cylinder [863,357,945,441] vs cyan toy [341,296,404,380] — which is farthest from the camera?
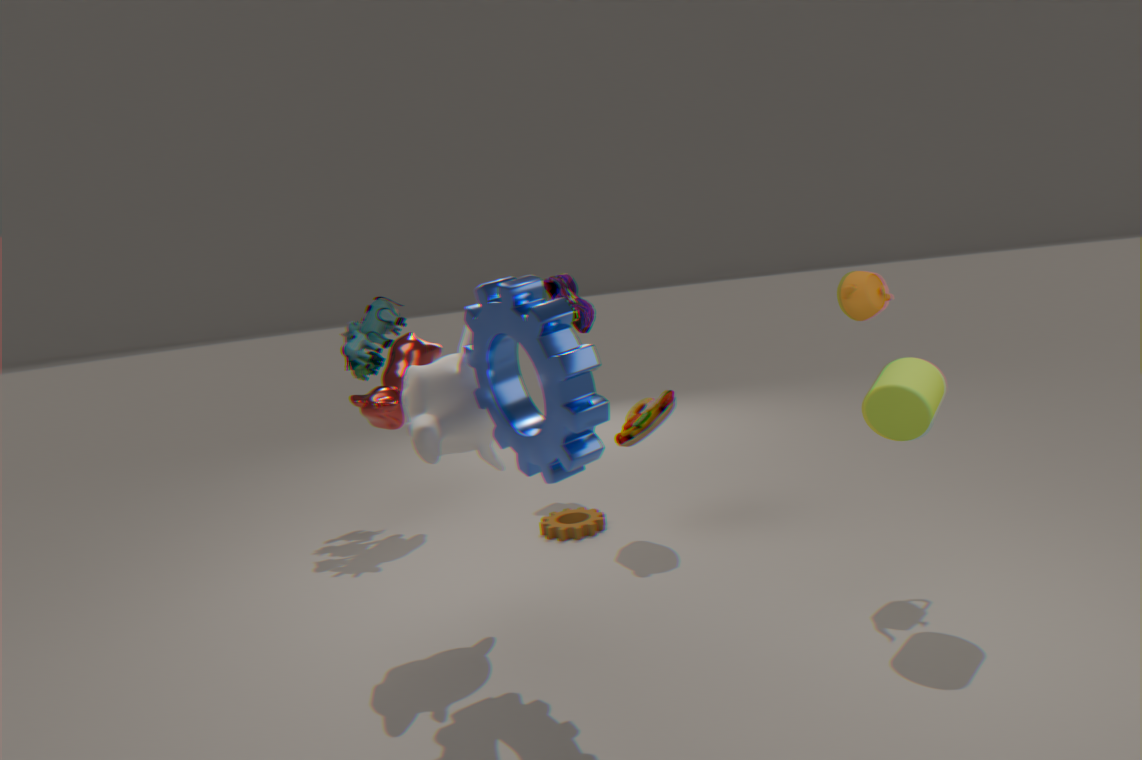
cyan toy [341,296,404,380]
